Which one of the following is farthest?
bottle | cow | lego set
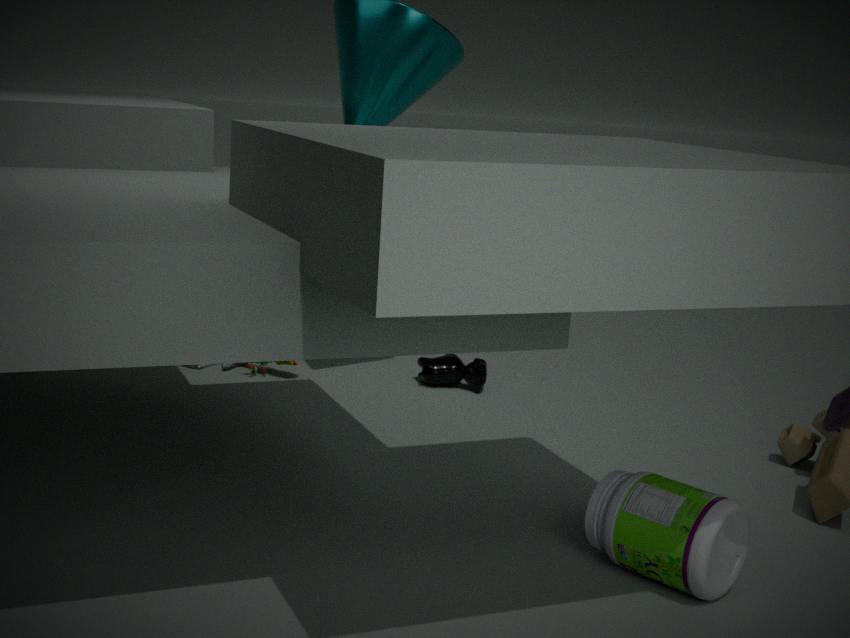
lego set
